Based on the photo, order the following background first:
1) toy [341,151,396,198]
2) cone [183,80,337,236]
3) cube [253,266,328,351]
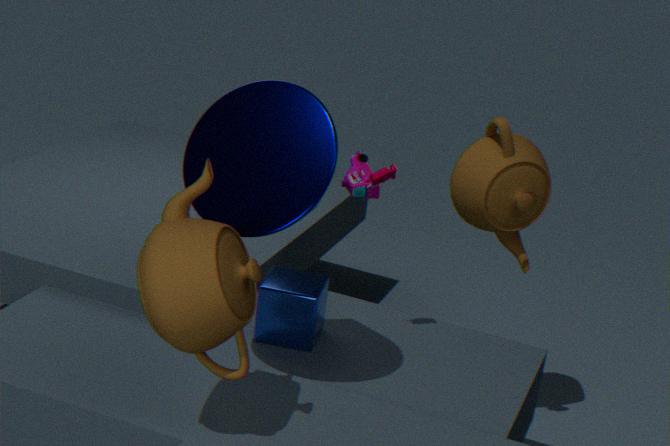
3. cube [253,266,328,351], 1. toy [341,151,396,198], 2. cone [183,80,337,236]
